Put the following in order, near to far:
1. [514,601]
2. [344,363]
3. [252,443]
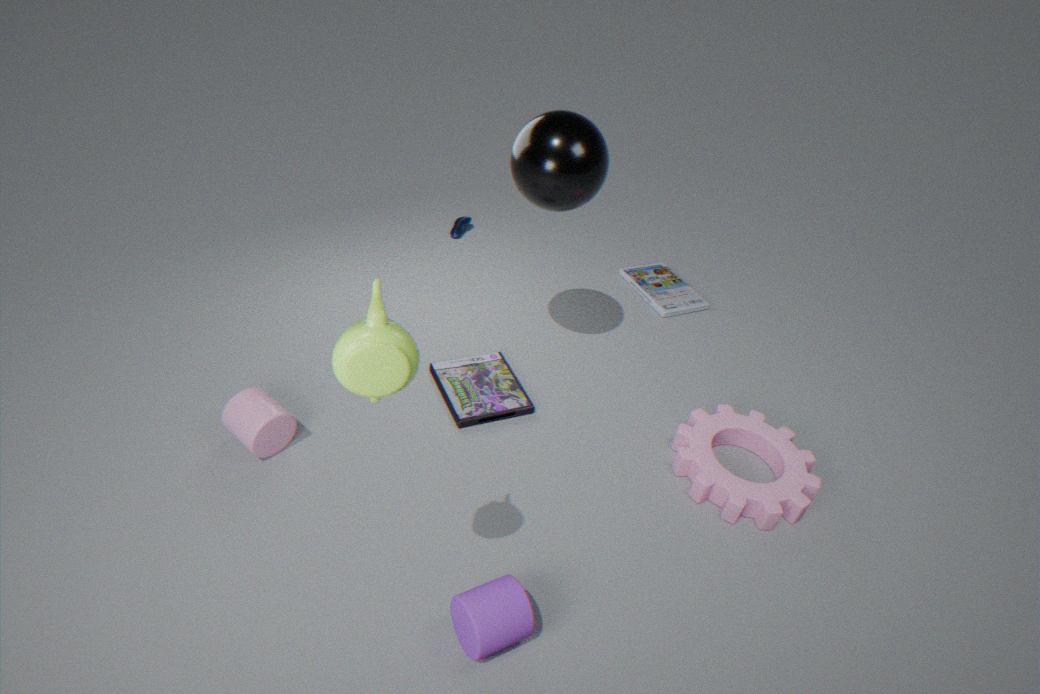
[344,363]
[514,601]
[252,443]
